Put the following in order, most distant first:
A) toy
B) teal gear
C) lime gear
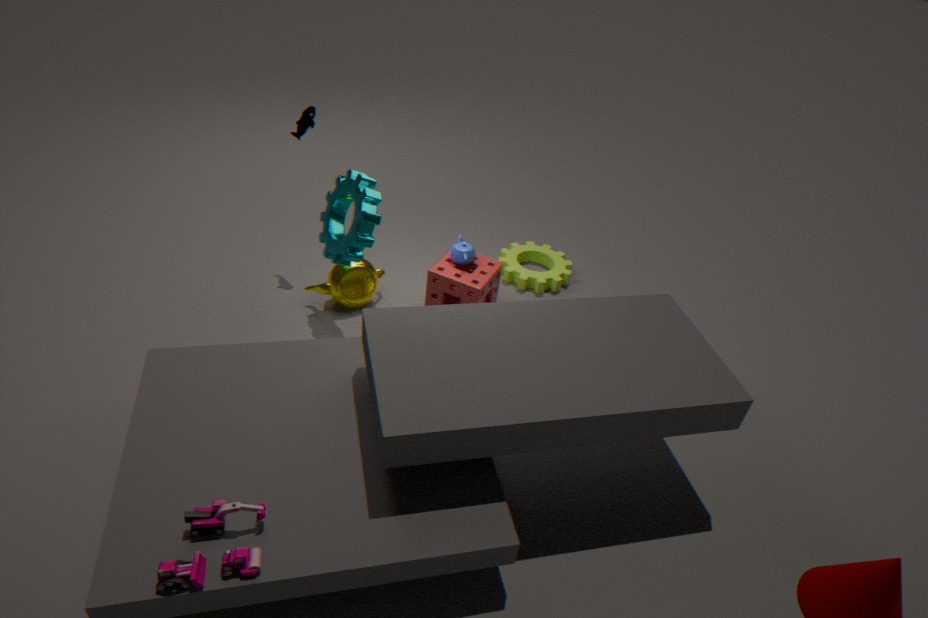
lime gear, teal gear, toy
